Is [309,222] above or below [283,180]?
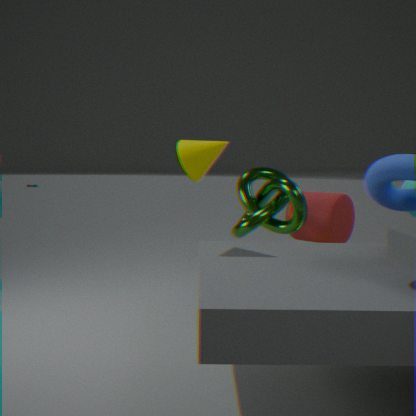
below
